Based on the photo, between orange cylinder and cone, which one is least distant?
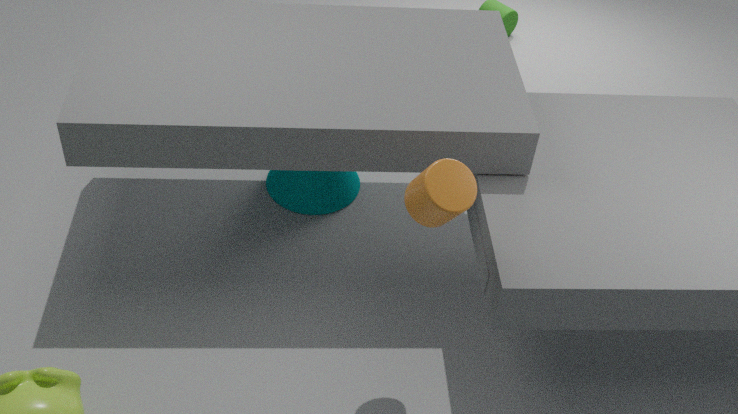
orange cylinder
